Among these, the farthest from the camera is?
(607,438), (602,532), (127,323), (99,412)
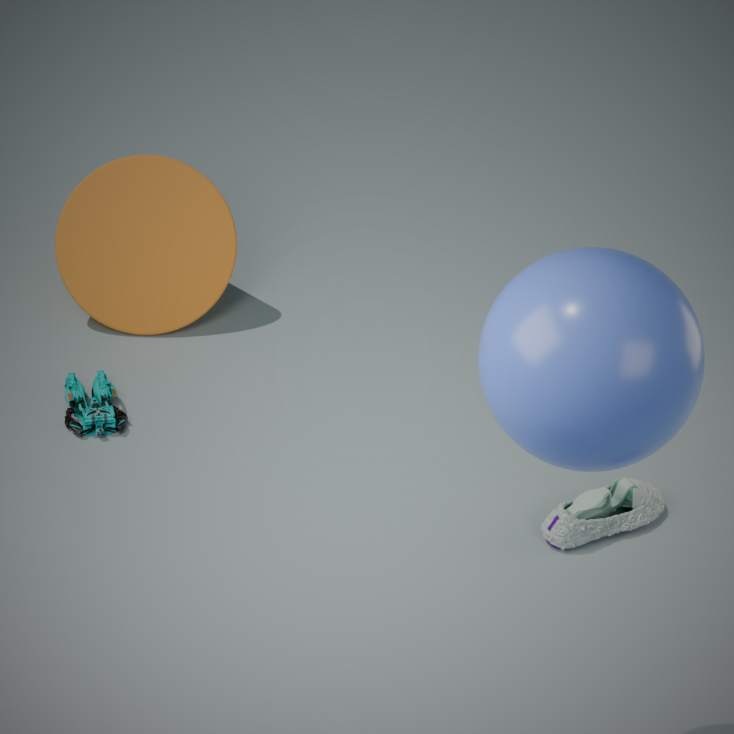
(127,323)
